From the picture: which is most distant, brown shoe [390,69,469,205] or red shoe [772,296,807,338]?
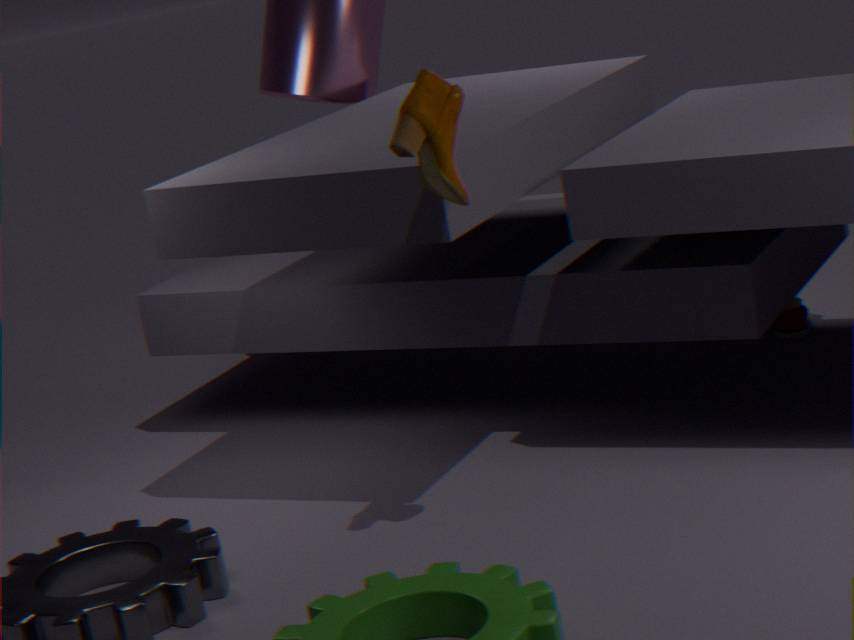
red shoe [772,296,807,338]
